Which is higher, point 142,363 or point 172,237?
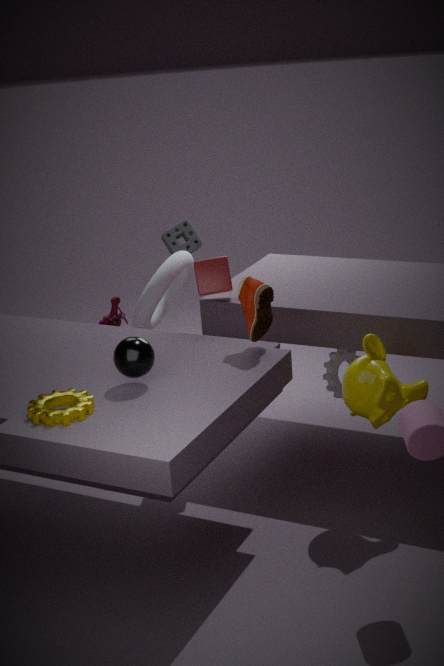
point 172,237
